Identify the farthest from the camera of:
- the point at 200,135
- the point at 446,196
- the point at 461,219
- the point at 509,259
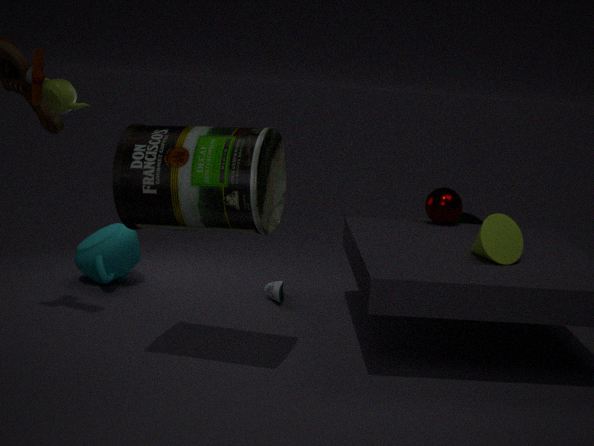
the point at 461,219
